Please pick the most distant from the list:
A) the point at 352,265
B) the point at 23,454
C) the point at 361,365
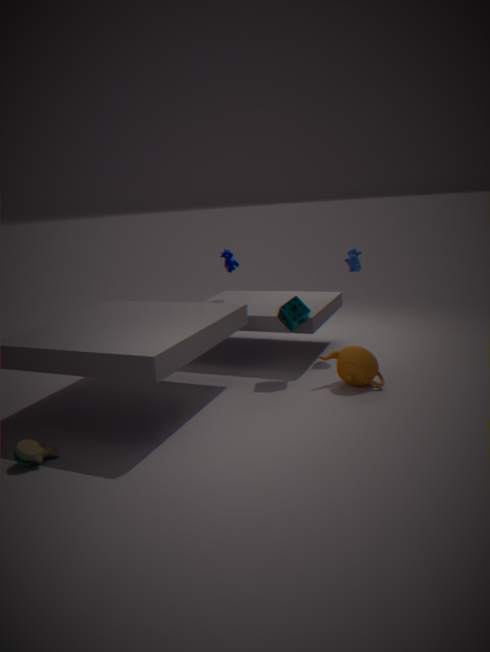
the point at 352,265
